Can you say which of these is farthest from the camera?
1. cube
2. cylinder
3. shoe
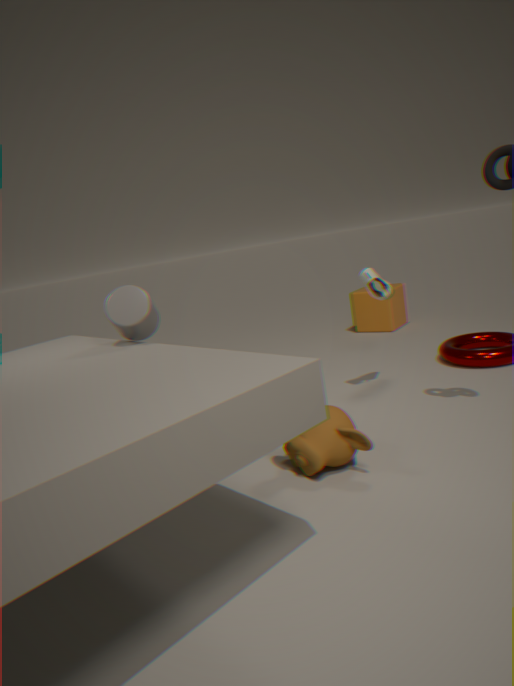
cube
